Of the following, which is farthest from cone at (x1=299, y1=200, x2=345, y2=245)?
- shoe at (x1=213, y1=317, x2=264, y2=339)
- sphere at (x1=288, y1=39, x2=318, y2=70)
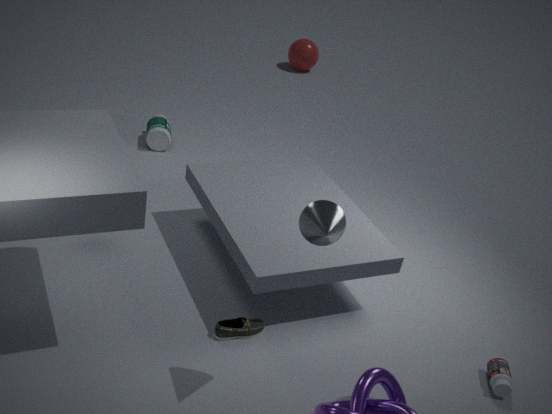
sphere at (x1=288, y1=39, x2=318, y2=70)
